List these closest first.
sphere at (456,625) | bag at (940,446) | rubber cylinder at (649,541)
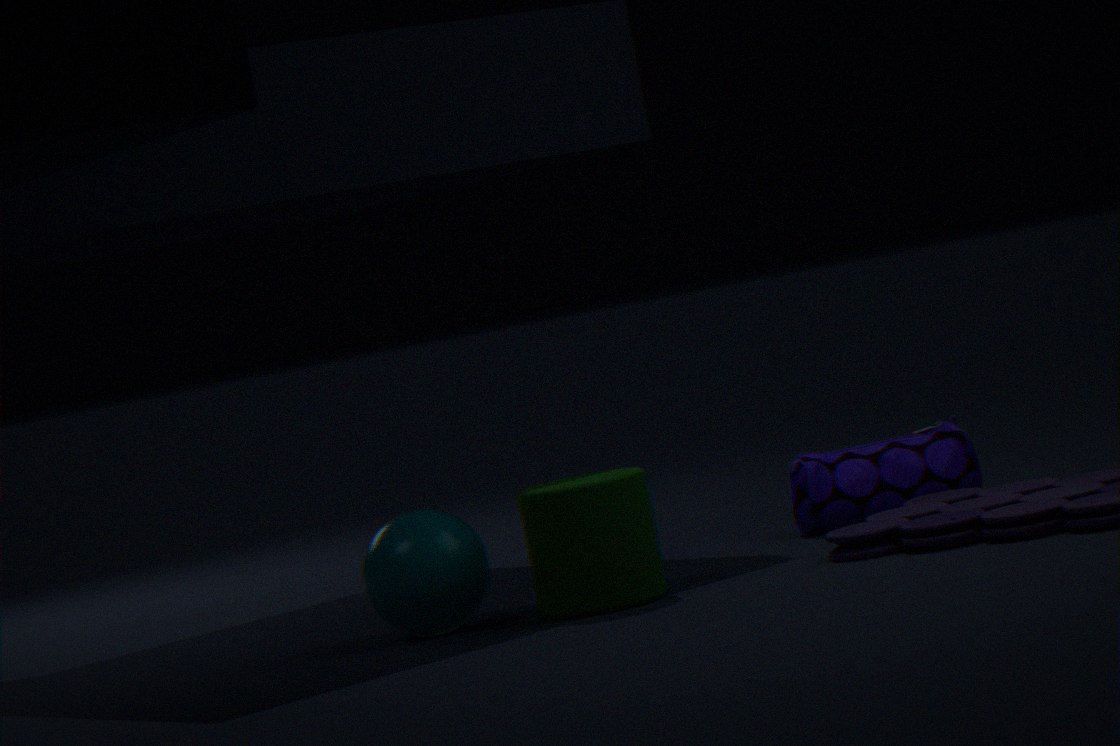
rubber cylinder at (649,541)
sphere at (456,625)
bag at (940,446)
